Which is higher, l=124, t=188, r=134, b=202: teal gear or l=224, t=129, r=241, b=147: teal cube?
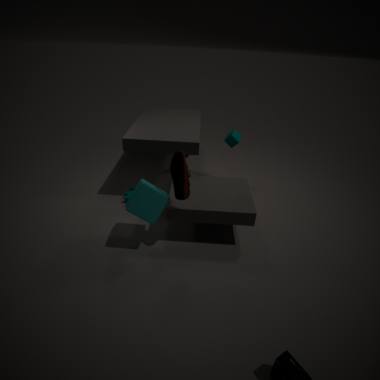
l=224, t=129, r=241, b=147: teal cube
